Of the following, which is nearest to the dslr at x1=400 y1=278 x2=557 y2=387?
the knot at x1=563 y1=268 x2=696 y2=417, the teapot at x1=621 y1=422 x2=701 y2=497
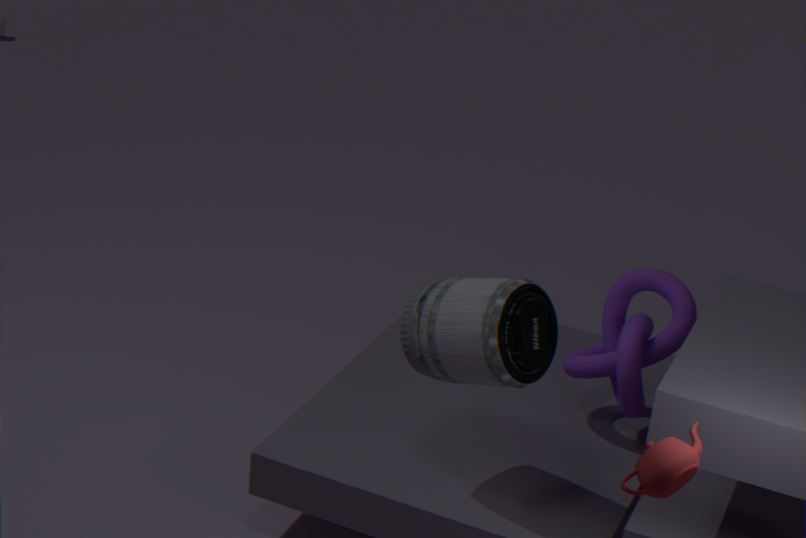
the knot at x1=563 y1=268 x2=696 y2=417
